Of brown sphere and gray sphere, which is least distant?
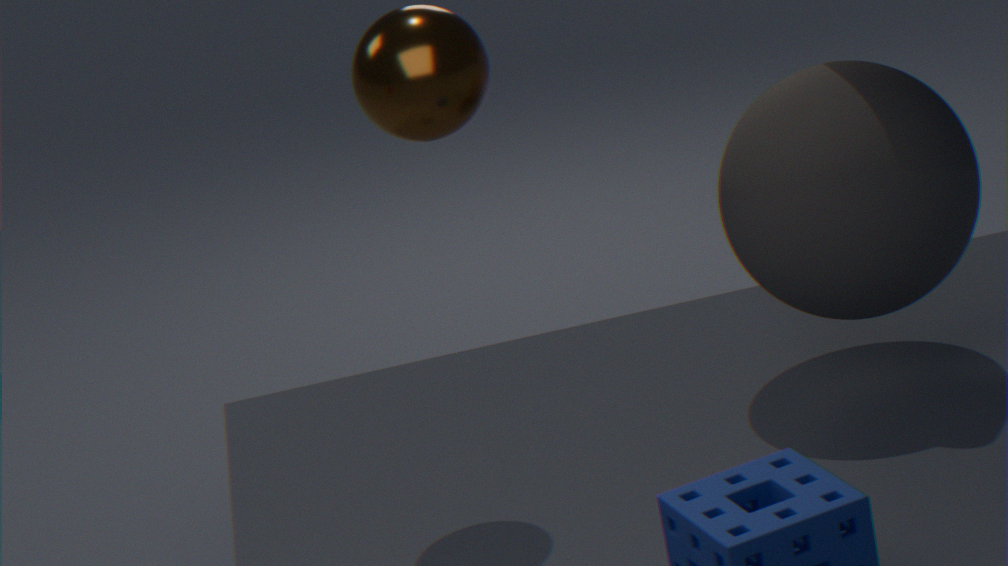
brown sphere
